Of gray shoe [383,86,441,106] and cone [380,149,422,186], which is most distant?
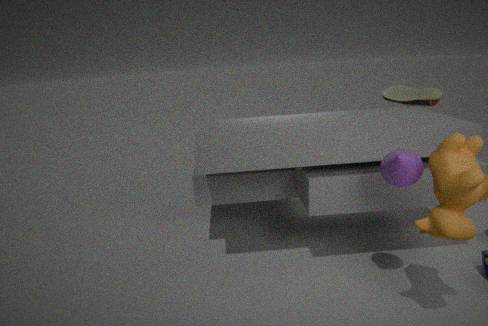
gray shoe [383,86,441,106]
